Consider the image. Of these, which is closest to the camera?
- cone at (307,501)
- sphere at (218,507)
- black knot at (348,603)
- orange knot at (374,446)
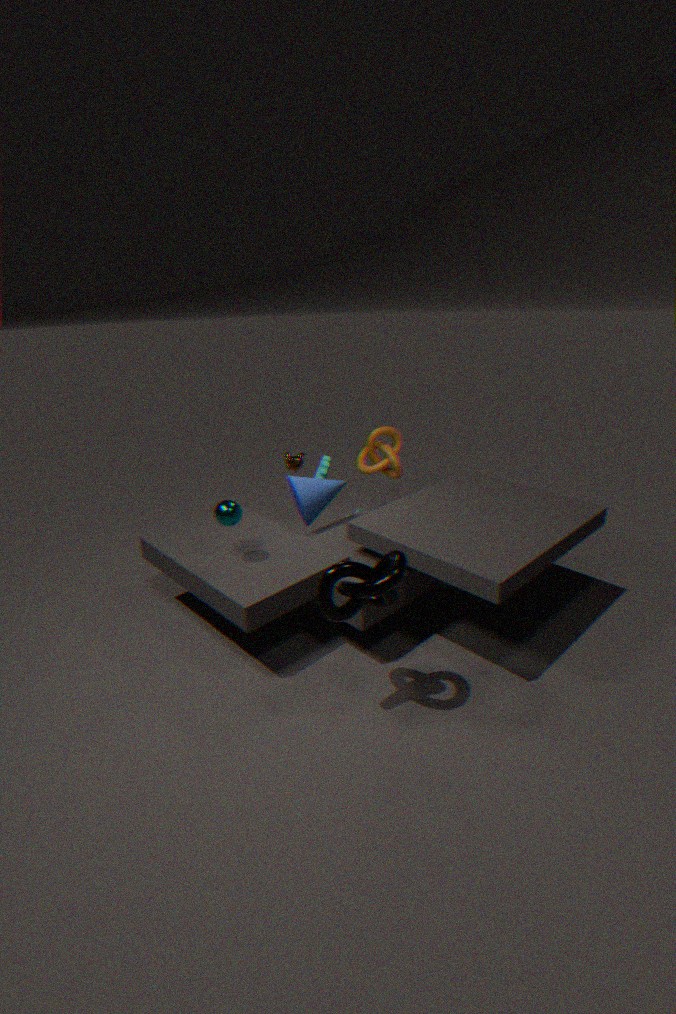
black knot at (348,603)
